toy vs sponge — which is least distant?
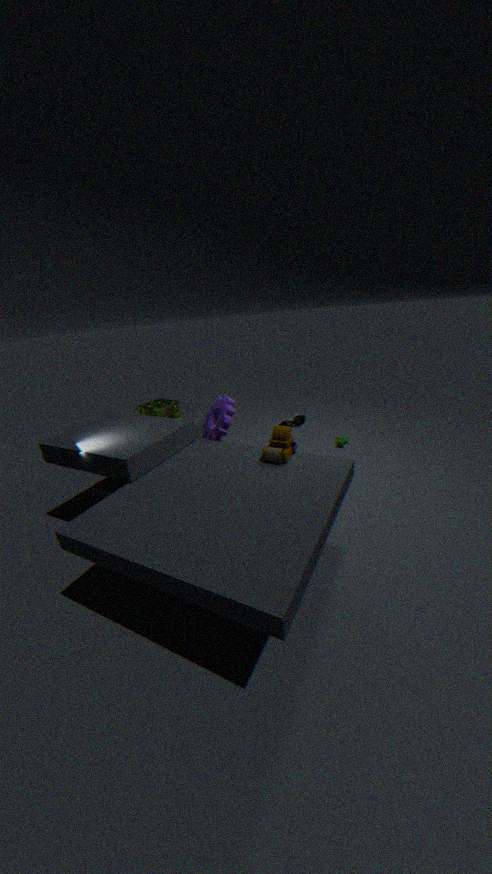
toy
